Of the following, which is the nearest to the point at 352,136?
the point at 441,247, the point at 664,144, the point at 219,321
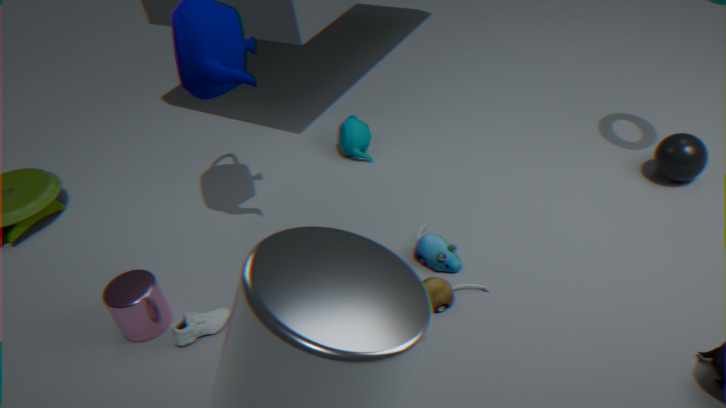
the point at 441,247
